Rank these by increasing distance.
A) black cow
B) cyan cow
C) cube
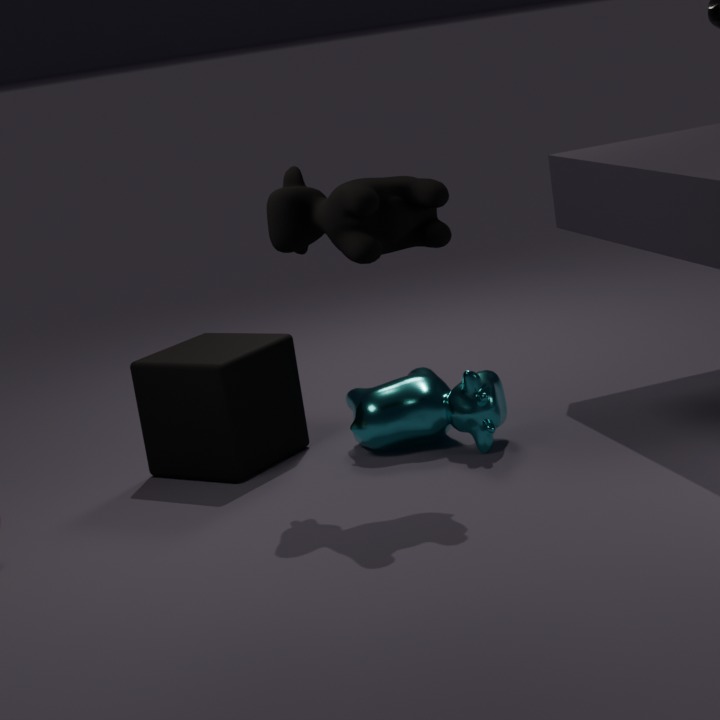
black cow, cyan cow, cube
